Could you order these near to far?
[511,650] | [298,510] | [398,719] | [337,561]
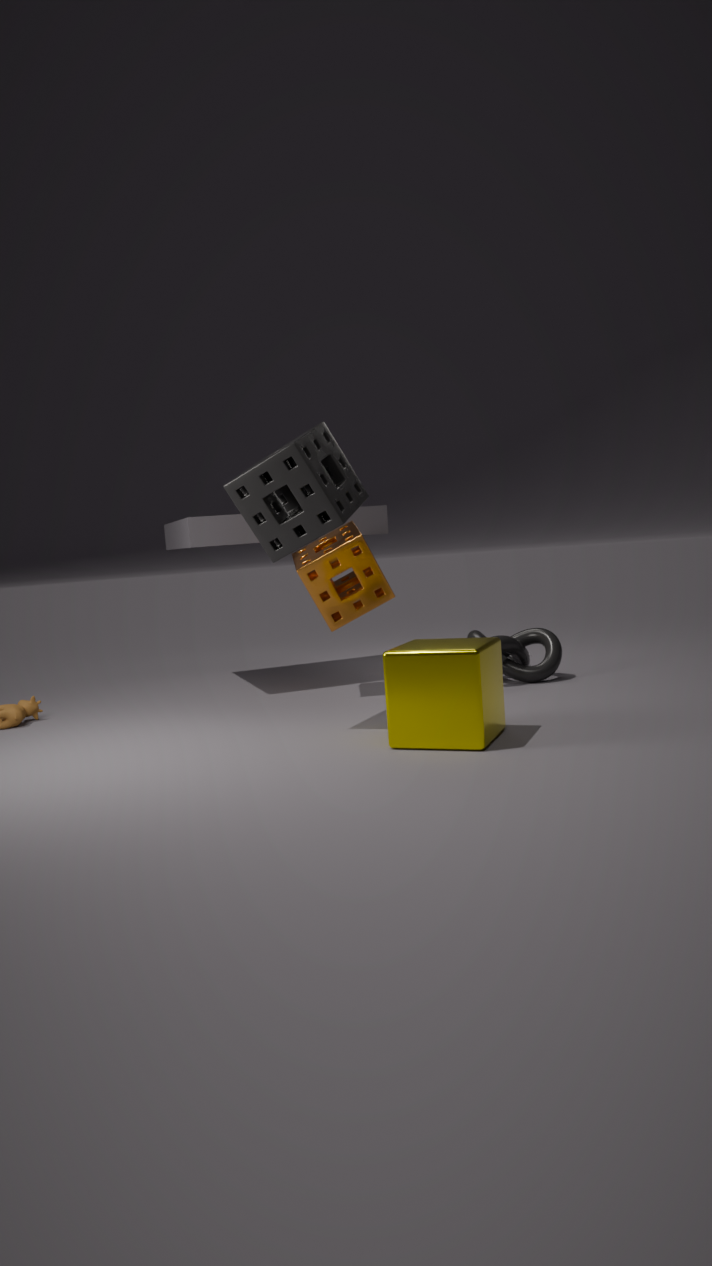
[398,719]
[298,510]
[337,561]
[511,650]
